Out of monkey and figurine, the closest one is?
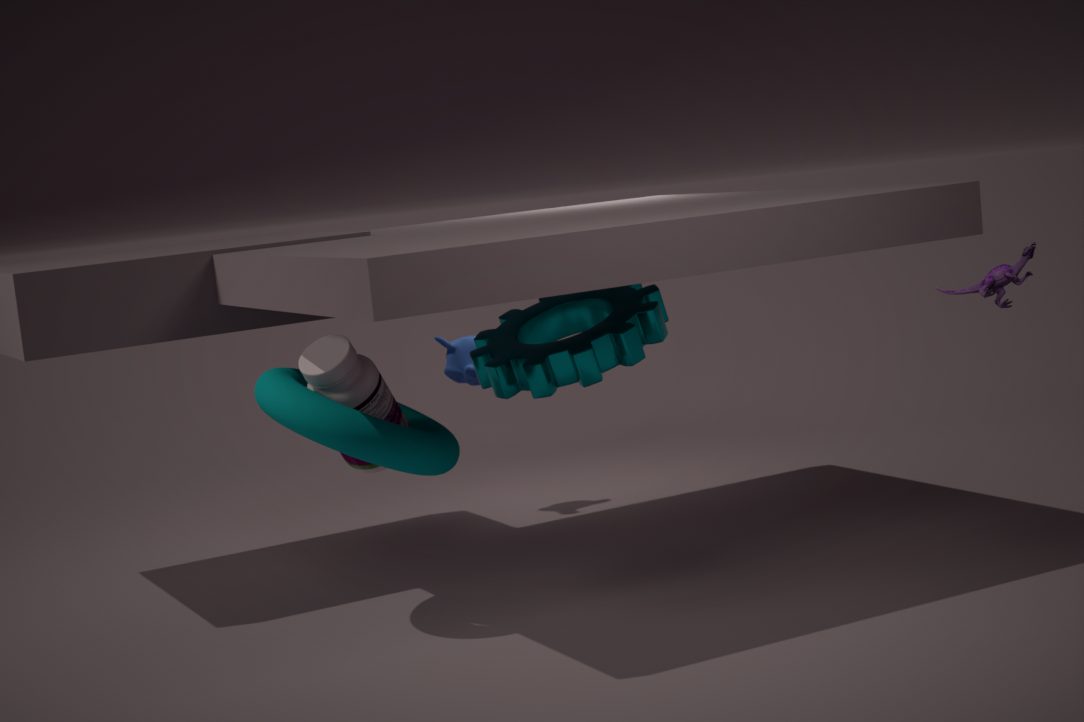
figurine
